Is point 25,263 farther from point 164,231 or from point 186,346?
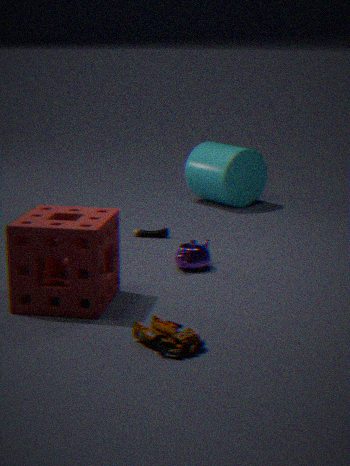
point 164,231
